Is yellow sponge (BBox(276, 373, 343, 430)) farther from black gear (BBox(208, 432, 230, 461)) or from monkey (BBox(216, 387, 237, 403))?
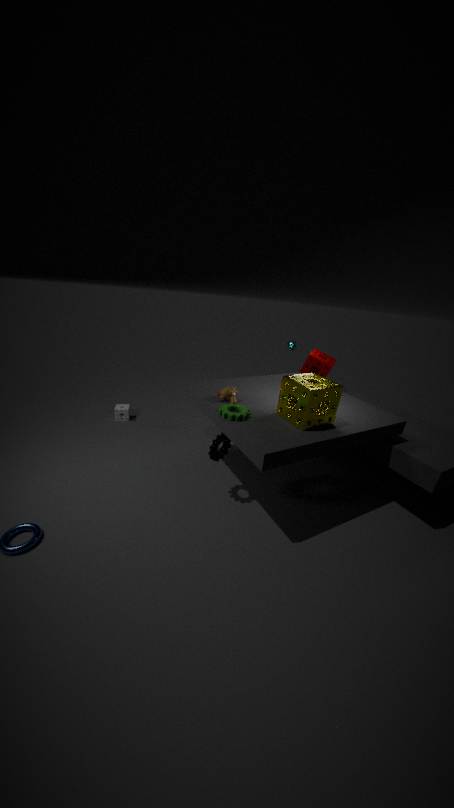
black gear (BBox(208, 432, 230, 461))
